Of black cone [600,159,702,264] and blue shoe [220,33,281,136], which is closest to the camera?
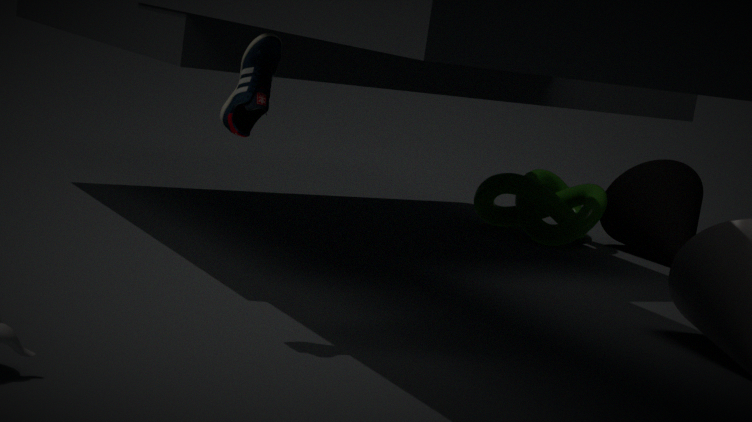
blue shoe [220,33,281,136]
